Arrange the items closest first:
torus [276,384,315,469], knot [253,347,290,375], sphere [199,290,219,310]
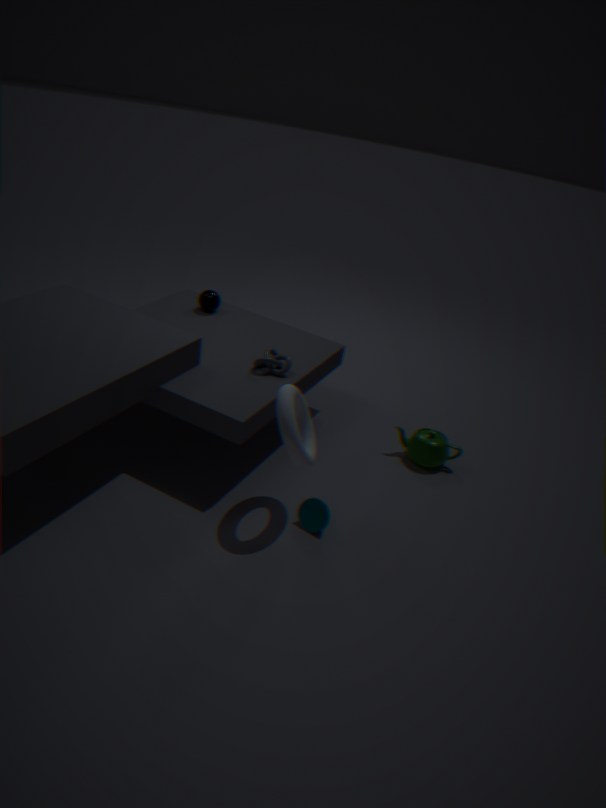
torus [276,384,315,469] < knot [253,347,290,375] < sphere [199,290,219,310]
